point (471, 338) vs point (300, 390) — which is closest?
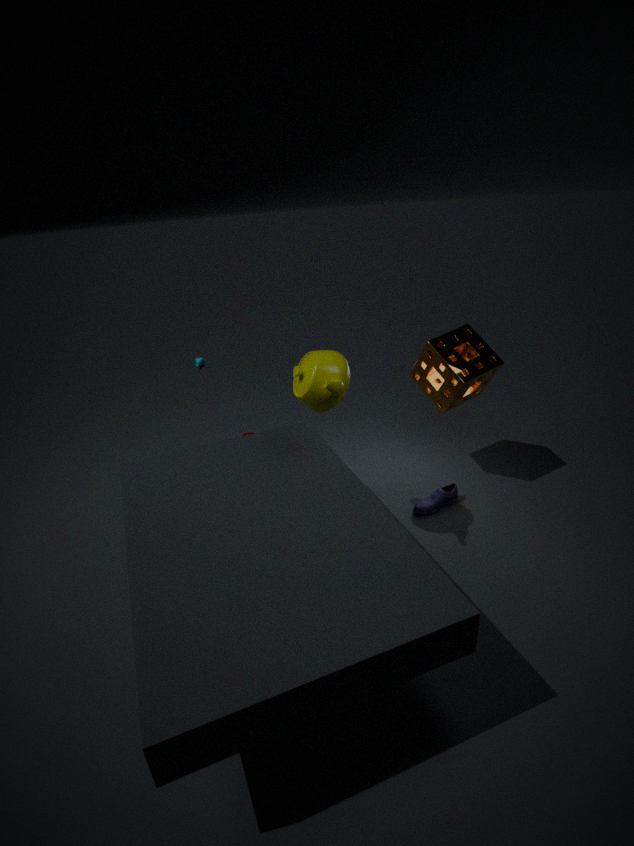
point (300, 390)
